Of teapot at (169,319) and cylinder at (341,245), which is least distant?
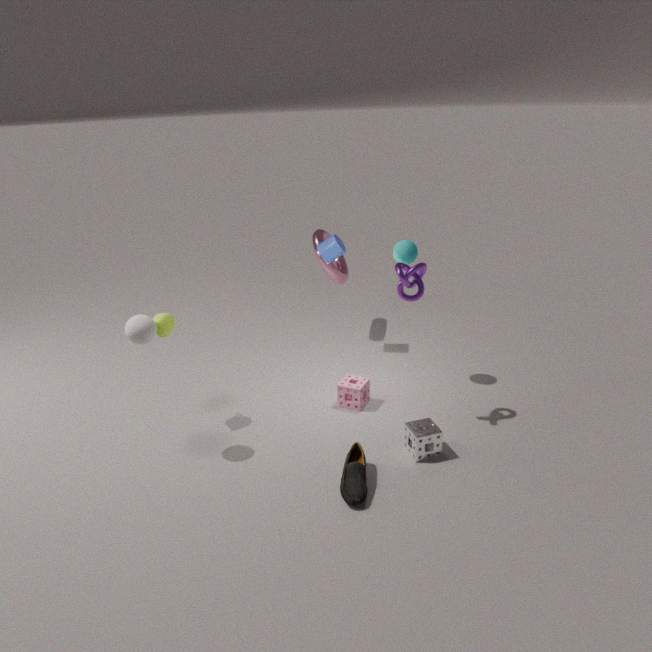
teapot at (169,319)
